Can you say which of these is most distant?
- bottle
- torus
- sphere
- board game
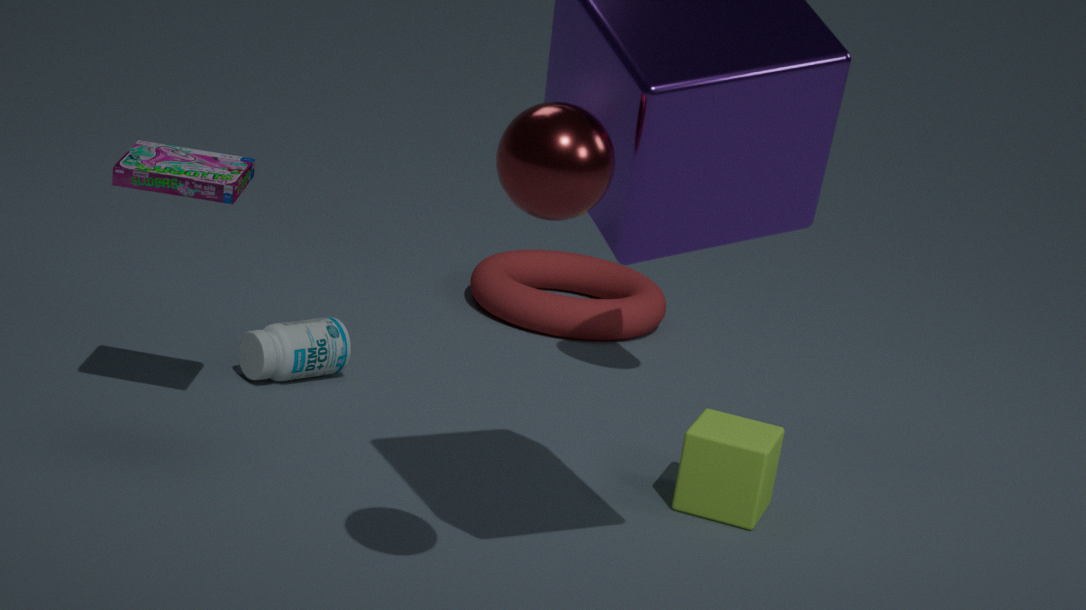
torus
